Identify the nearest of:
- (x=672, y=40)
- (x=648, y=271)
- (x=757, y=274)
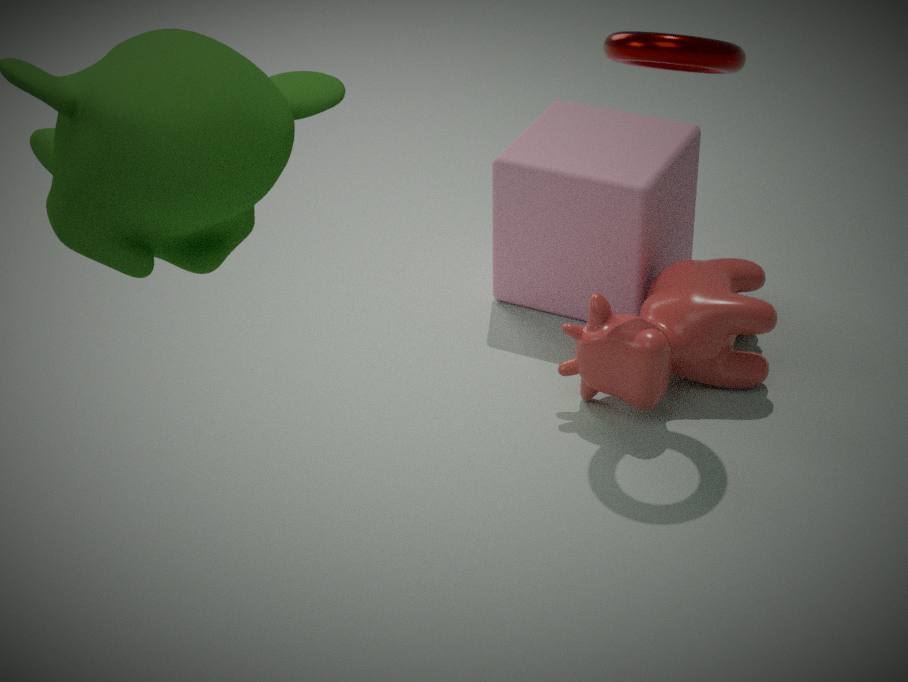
(x=672, y=40)
